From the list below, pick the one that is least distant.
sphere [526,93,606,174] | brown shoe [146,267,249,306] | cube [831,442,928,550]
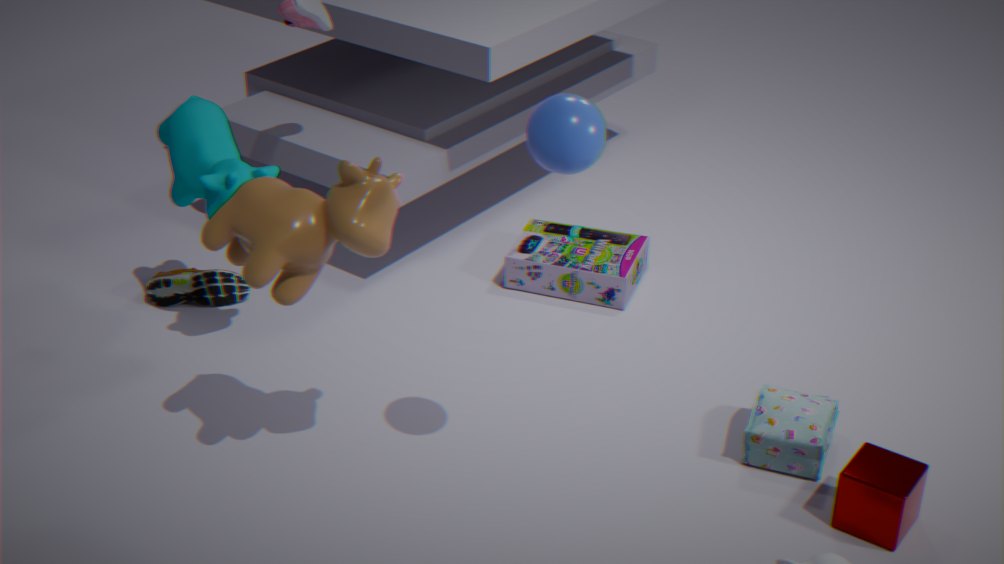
sphere [526,93,606,174]
